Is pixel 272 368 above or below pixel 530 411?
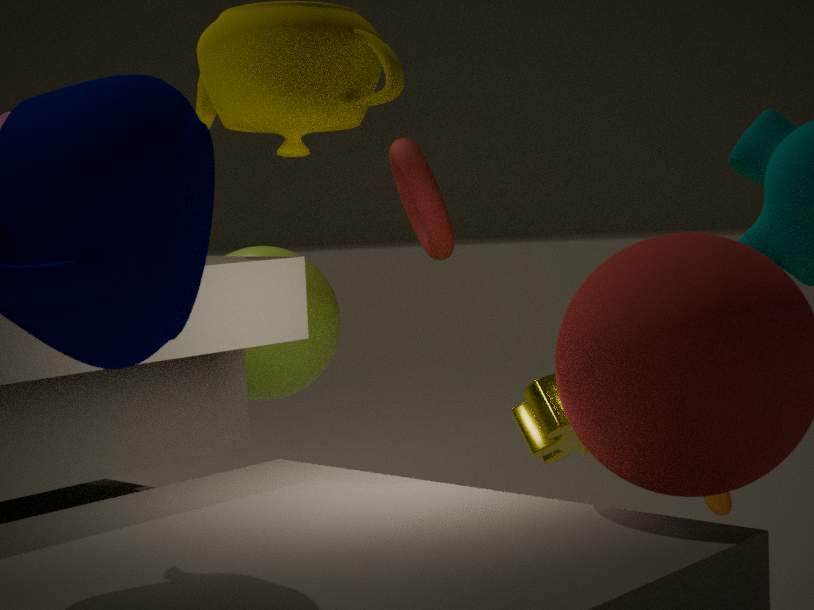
above
